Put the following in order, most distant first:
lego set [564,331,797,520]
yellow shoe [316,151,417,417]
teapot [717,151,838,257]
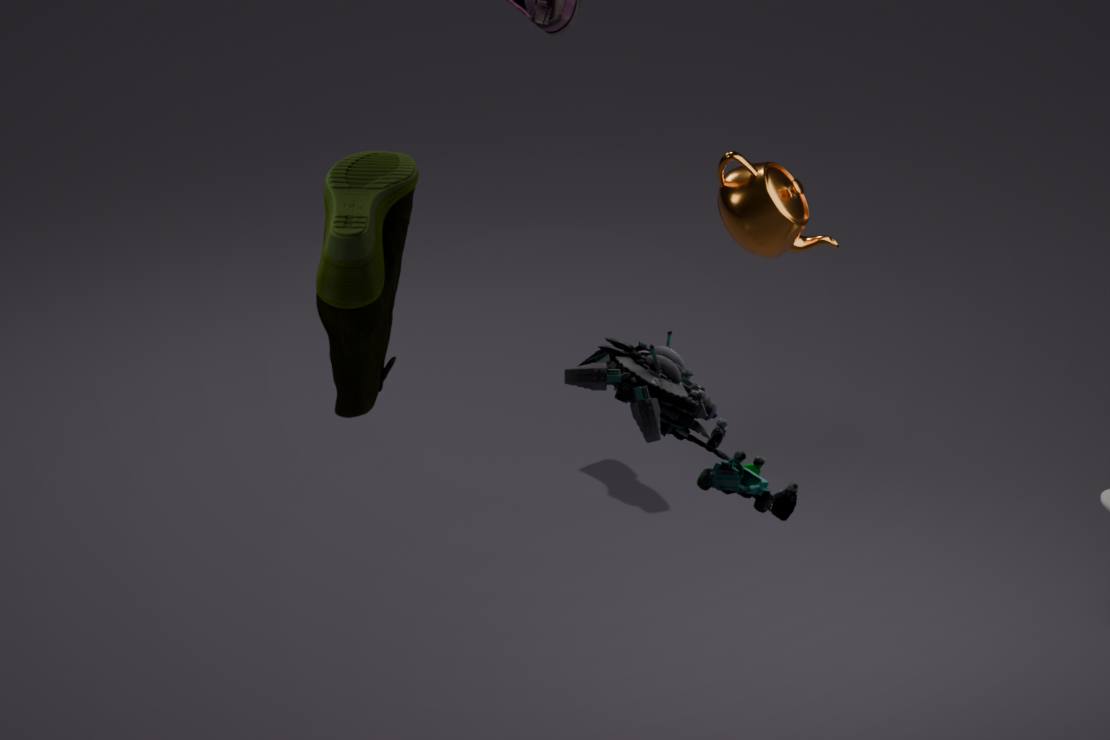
1. teapot [717,151,838,257]
2. lego set [564,331,797,520]
3. yellow shoe [316,151,417,417]
